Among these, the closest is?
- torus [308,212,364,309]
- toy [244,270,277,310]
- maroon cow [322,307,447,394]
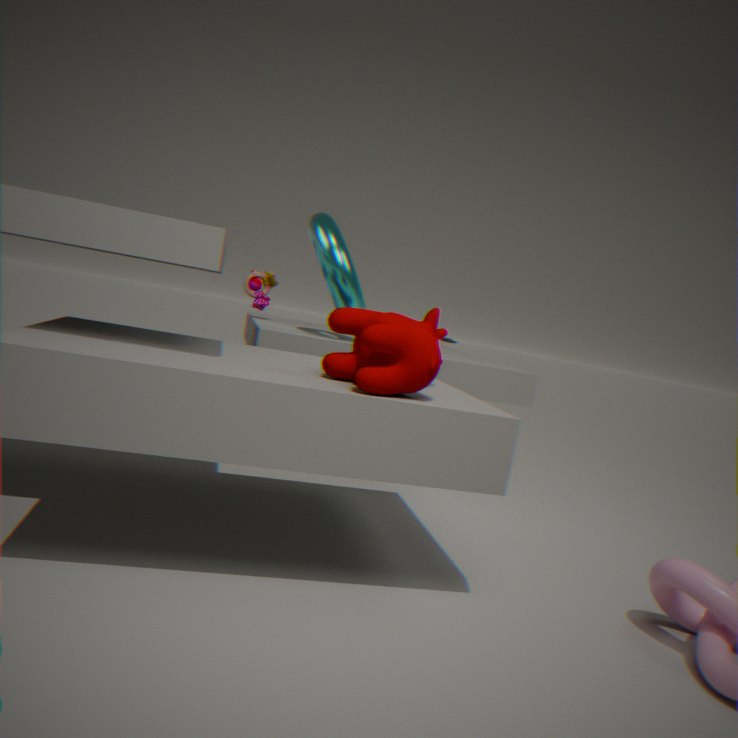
maroon cow [322,307,447,394]
